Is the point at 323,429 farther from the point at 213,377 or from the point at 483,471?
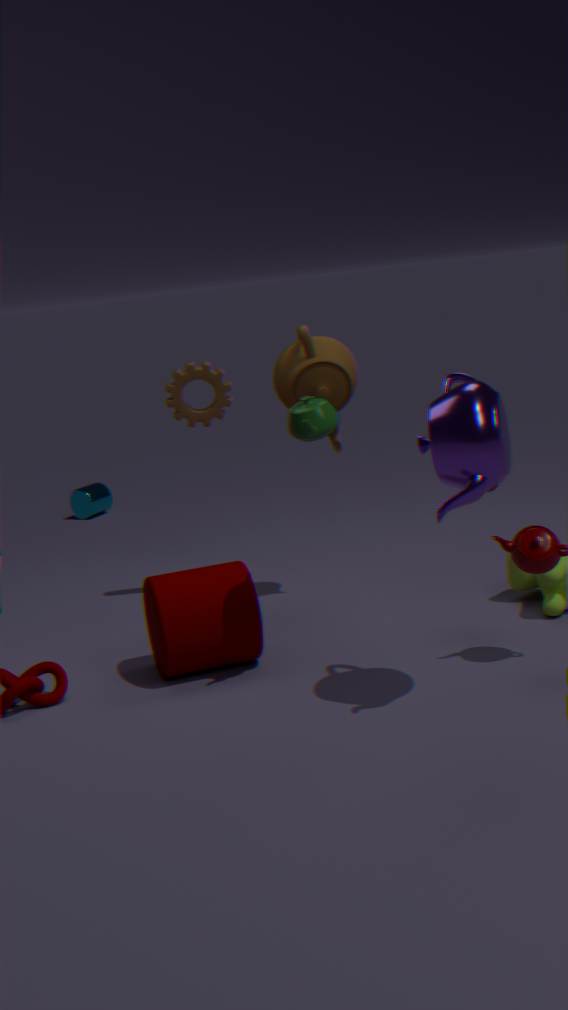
the point at 213,377
